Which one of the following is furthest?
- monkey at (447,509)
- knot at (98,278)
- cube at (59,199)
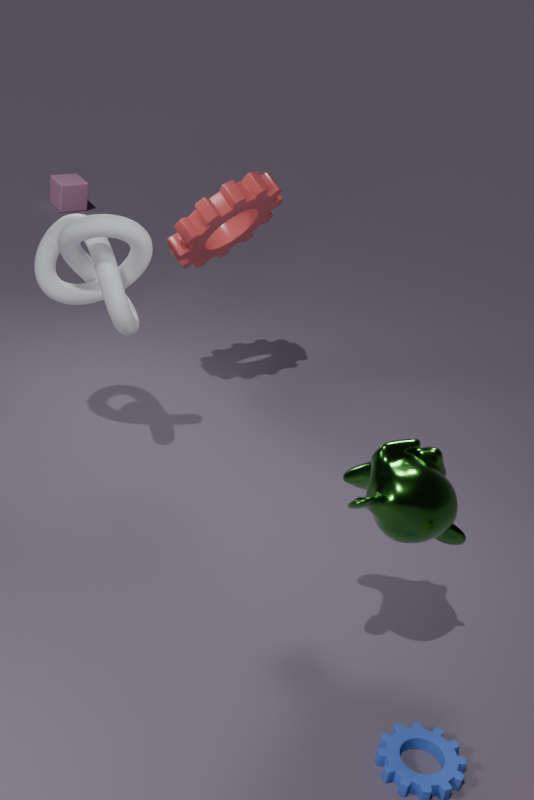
cube at (59,199)
